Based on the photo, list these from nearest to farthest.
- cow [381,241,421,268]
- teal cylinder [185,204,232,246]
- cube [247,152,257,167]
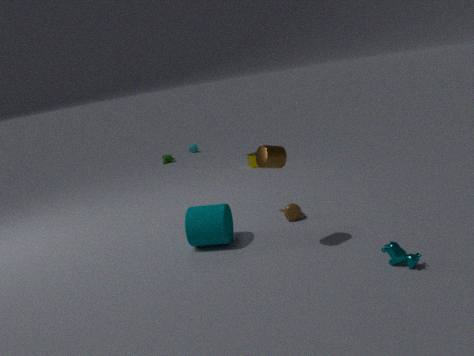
cow [381,241,421,268], teal cylinder [185,204,232,246], cube [247,152,257,167]
